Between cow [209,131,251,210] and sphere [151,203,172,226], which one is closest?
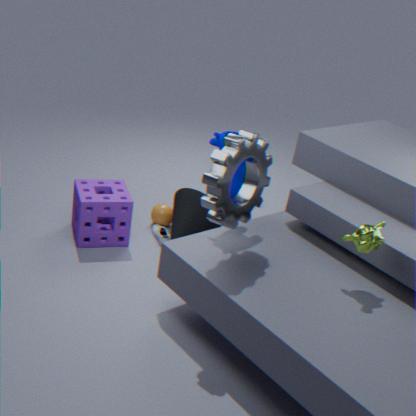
cow [209,131,251,210]
